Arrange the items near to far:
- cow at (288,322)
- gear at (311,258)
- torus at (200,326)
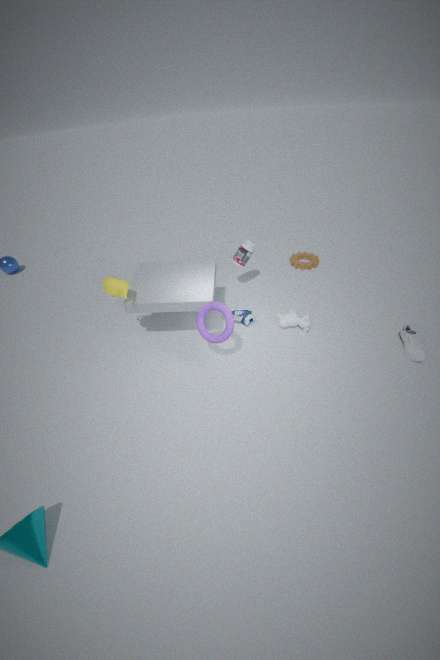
1. torus at (200,326)
2. cow at (288,322)
3. gear at (311,258)
